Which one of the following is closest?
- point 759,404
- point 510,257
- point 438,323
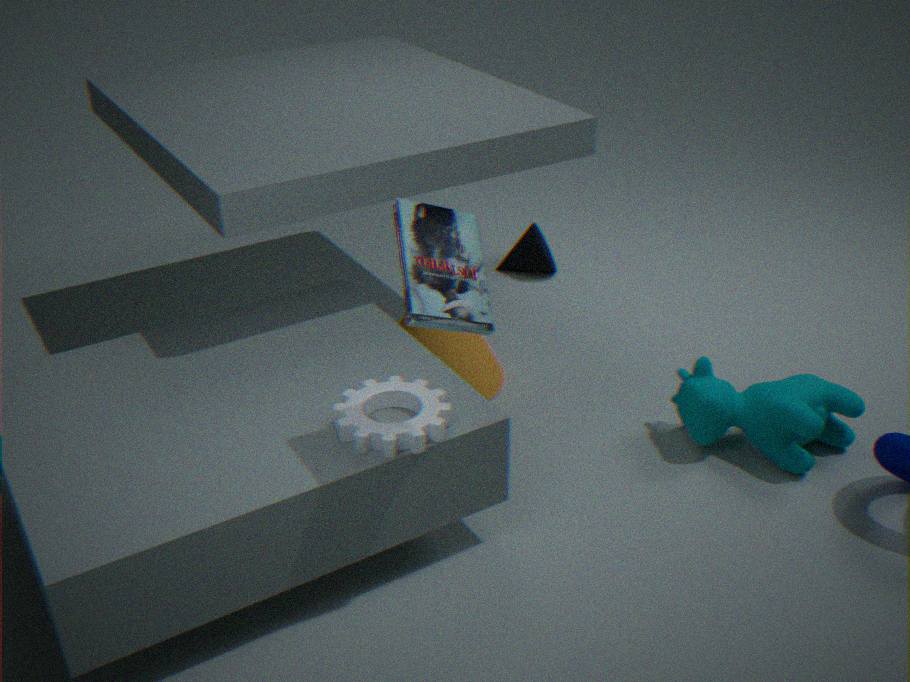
point 438,323
